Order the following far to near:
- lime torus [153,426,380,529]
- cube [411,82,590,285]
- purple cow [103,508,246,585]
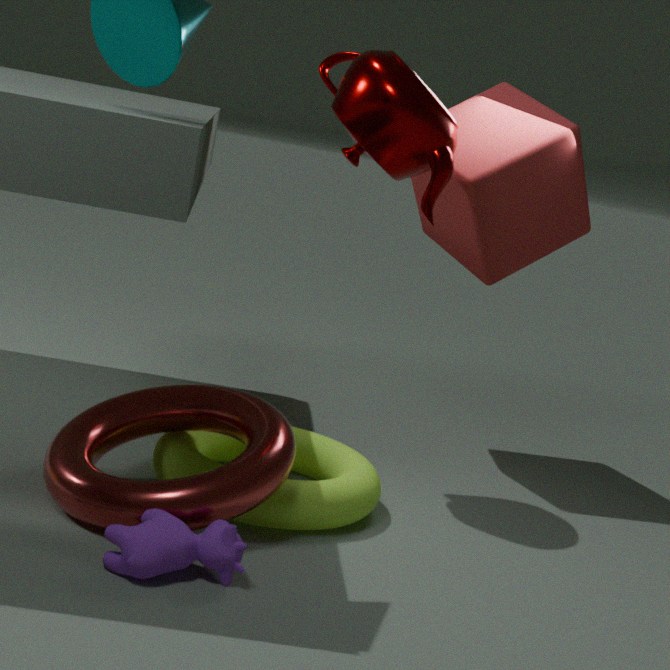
cube [411,82,590,285] → lime torus [153,426,380,529] → purple cow [103,508,246,585]
